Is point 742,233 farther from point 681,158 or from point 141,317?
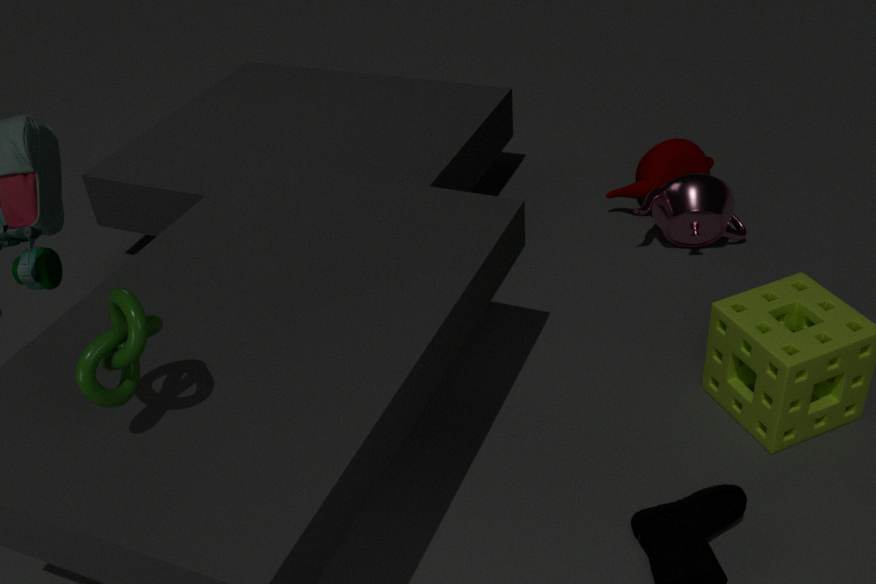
point 141,317
